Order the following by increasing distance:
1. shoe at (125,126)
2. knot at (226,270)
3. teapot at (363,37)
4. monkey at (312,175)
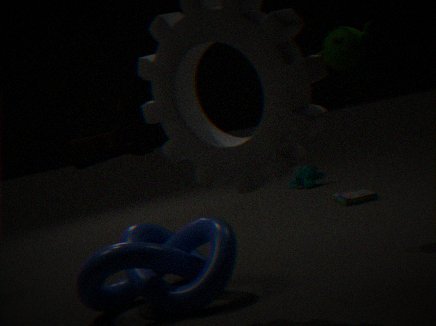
1. knot at (226,270)
2. teapot at (363,37)
3. shoe at (125,126)
4. monkey at (312,175)
